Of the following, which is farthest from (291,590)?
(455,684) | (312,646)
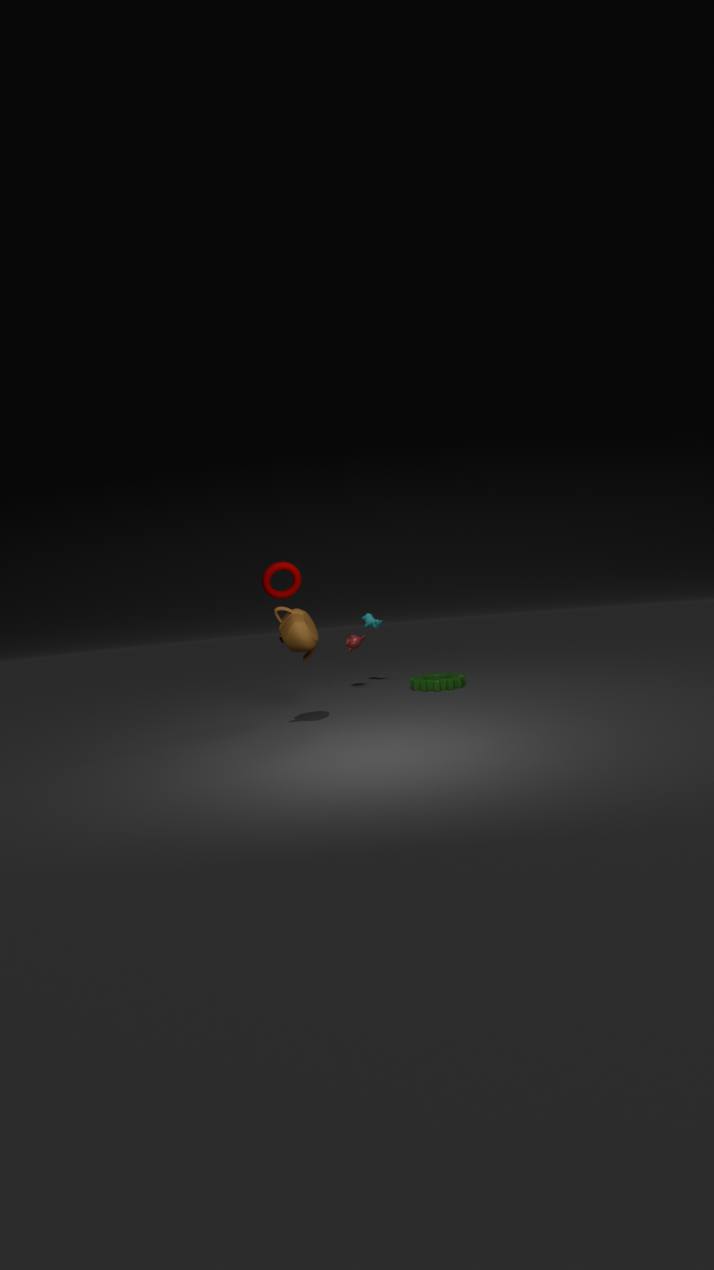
(455,684)
